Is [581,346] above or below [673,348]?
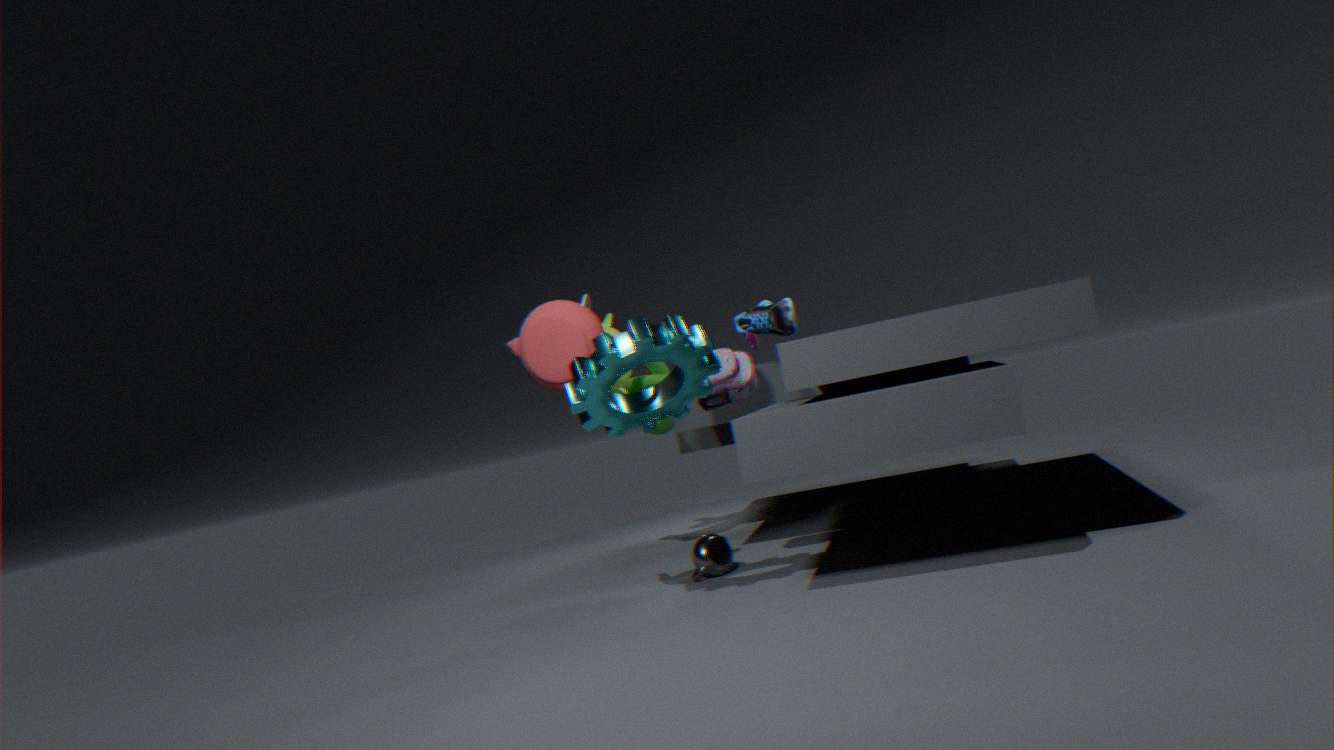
above
